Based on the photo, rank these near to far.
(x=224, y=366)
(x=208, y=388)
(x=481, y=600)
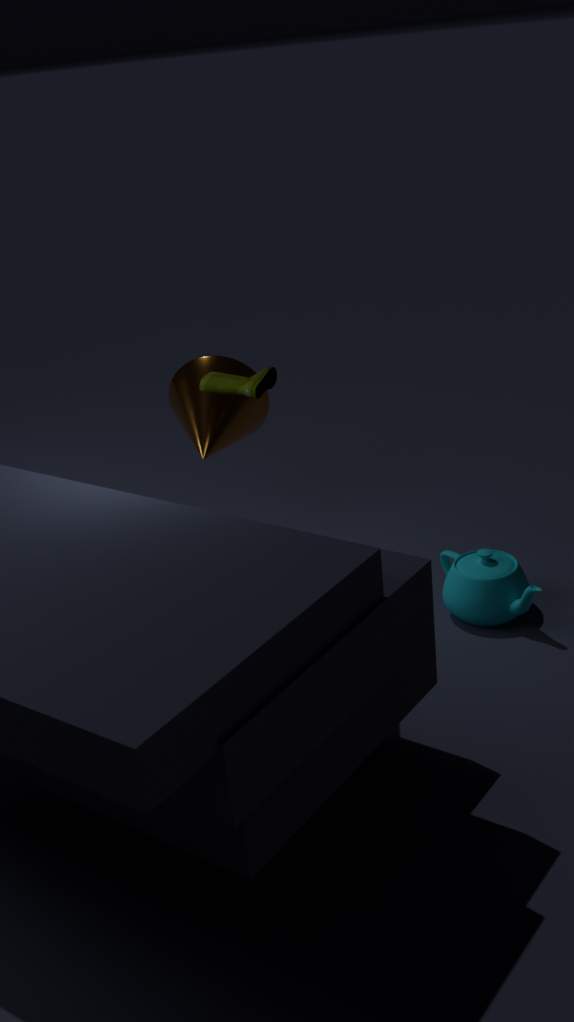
(x=481, y=600) < (x=208, y=388) < (x=224, y=366)
